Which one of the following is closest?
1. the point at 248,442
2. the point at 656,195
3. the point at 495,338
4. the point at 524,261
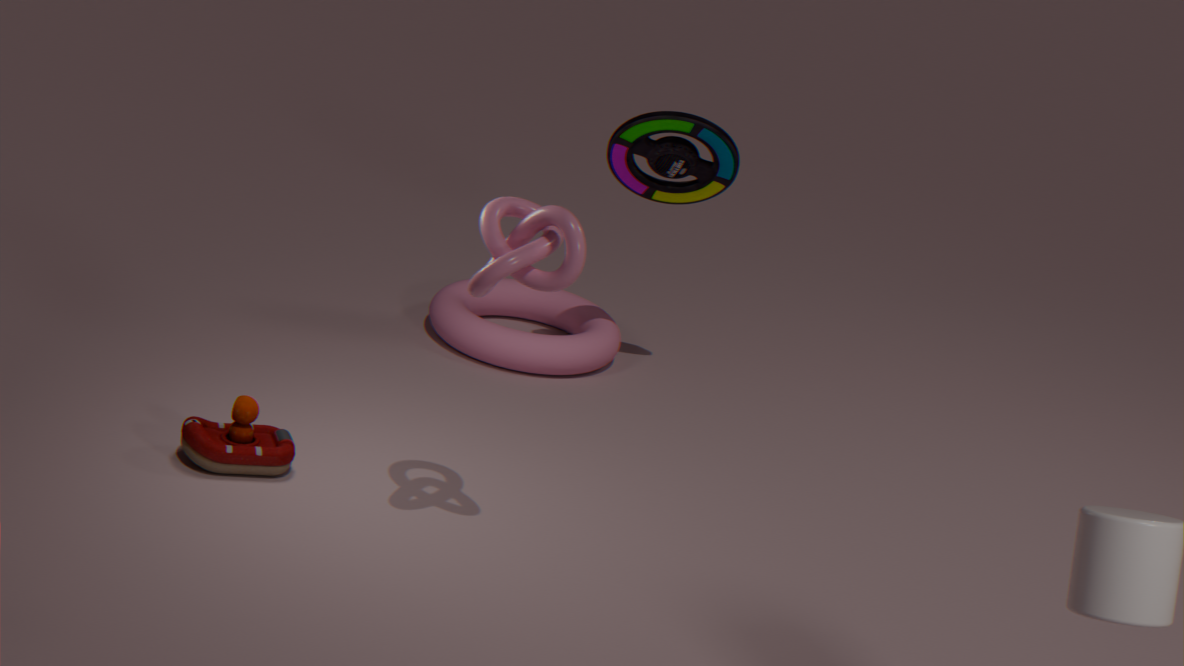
the point at 524,261
